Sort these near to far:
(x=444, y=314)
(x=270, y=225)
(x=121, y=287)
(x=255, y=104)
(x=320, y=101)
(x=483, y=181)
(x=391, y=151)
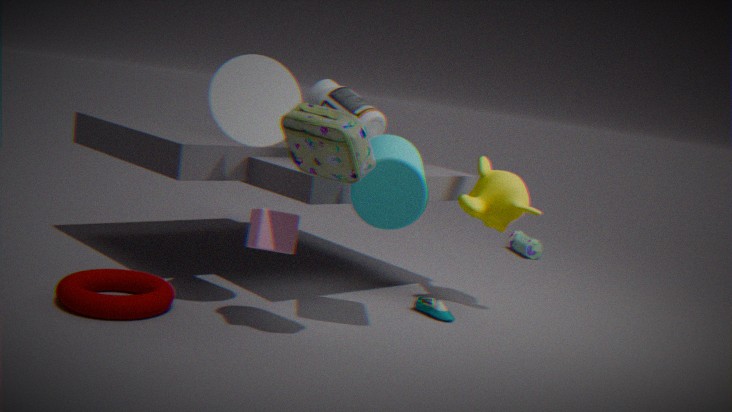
1. (x=270, y=225)
2. (x=255, y=104)
3. (x=391, y=151)
4. (x=121, y=287)
5. (x=444, y=314)
6. (x=320, y=101)
7. (x=483, y=181)
